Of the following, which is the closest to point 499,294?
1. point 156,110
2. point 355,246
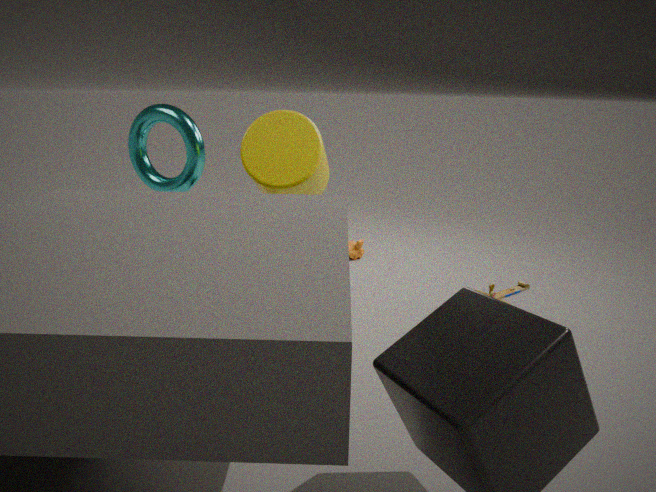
point 355,246
